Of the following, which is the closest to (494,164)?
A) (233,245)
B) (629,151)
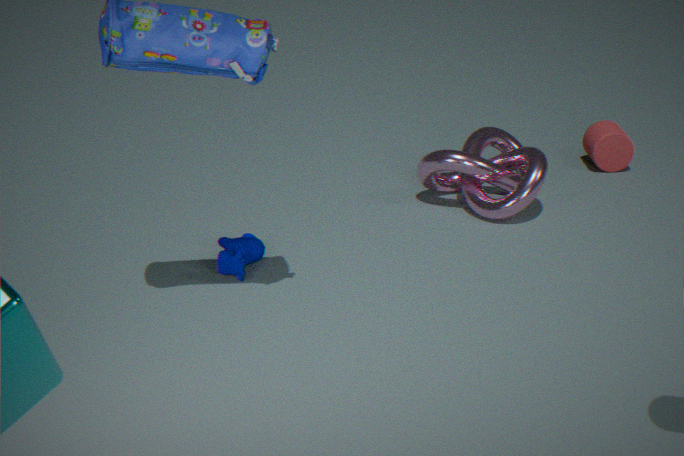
(629,151)
